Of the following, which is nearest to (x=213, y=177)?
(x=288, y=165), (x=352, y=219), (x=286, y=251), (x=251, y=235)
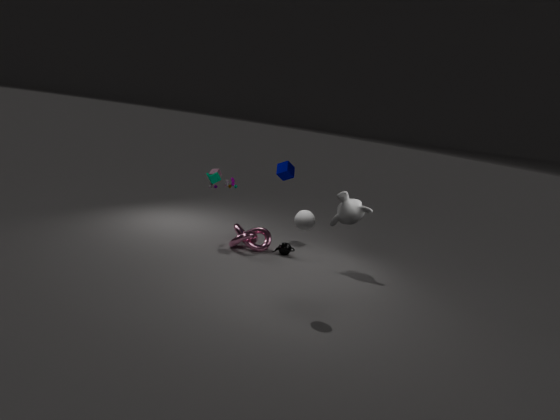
(x=251, y=235)
